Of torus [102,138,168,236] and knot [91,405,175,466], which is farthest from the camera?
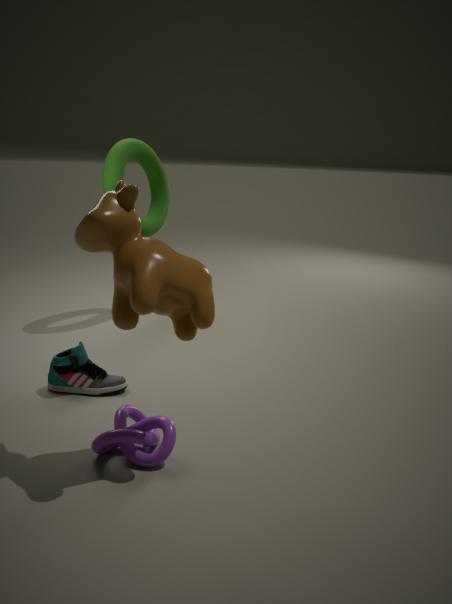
torus [102,138,168,236]
